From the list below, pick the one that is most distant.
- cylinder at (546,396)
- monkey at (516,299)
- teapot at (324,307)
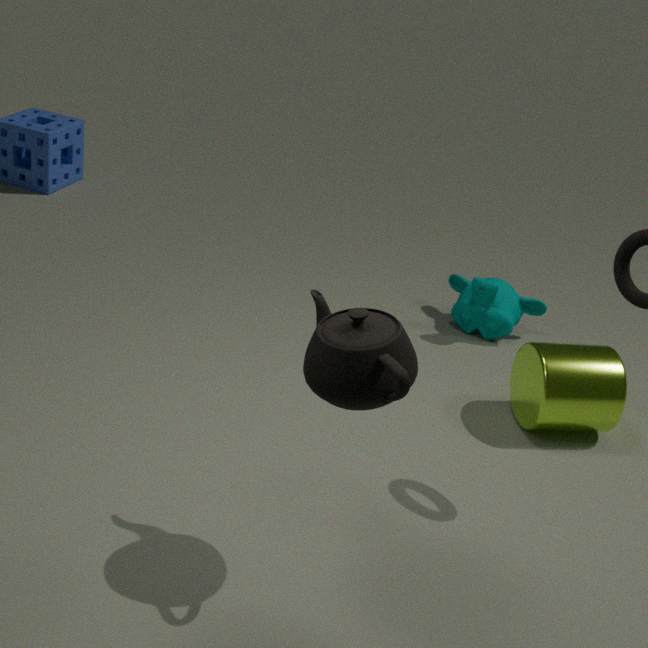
monkey at (516,299)
